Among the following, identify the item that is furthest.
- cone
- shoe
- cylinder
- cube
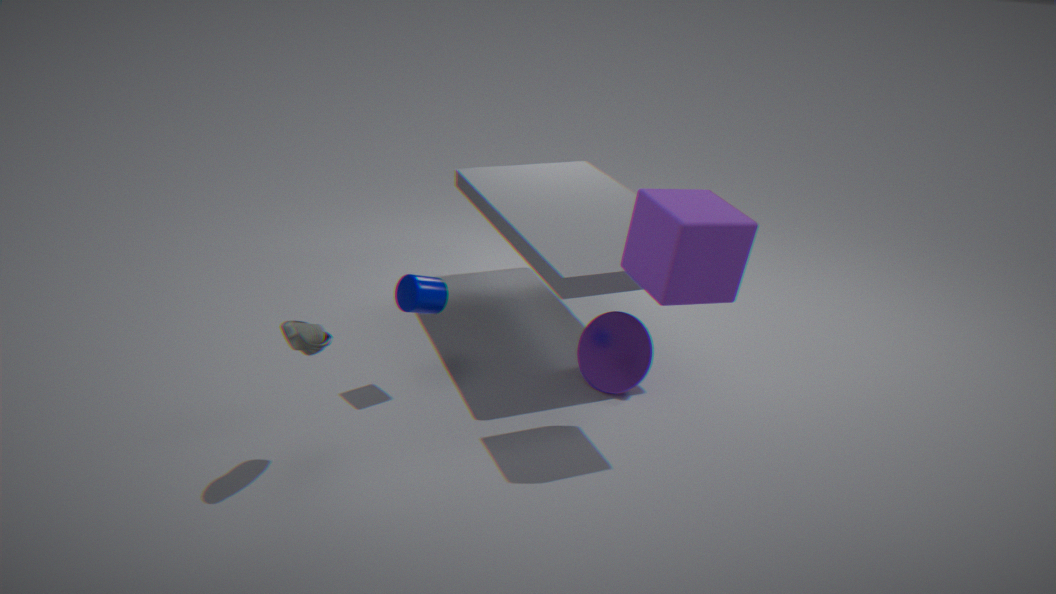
cone
